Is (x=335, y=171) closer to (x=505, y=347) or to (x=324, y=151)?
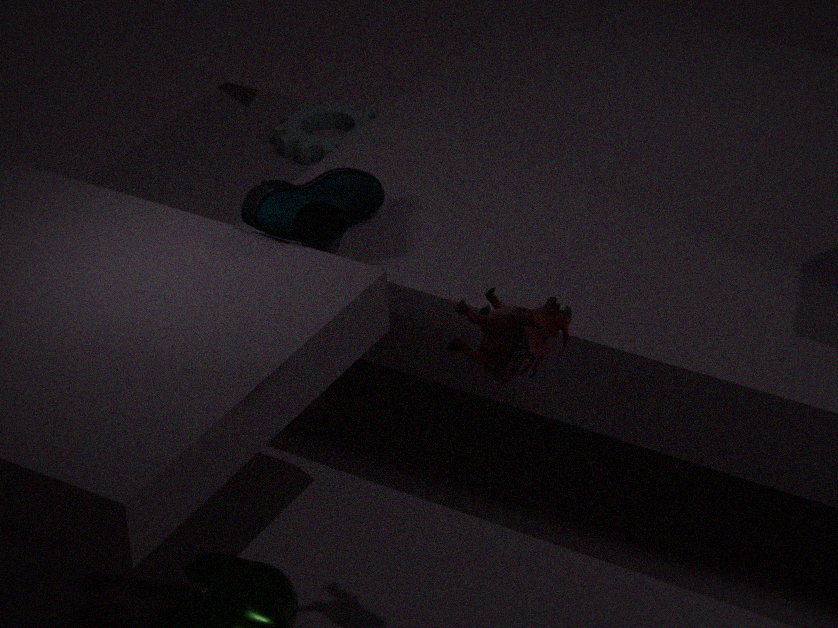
Result: (x=324, y=151)
